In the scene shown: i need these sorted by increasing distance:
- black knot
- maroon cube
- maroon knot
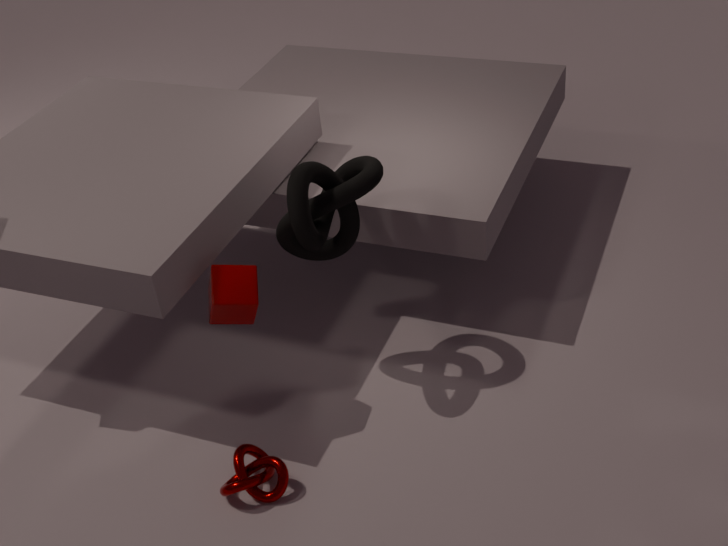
maroon knot → black knot → maroon cube
